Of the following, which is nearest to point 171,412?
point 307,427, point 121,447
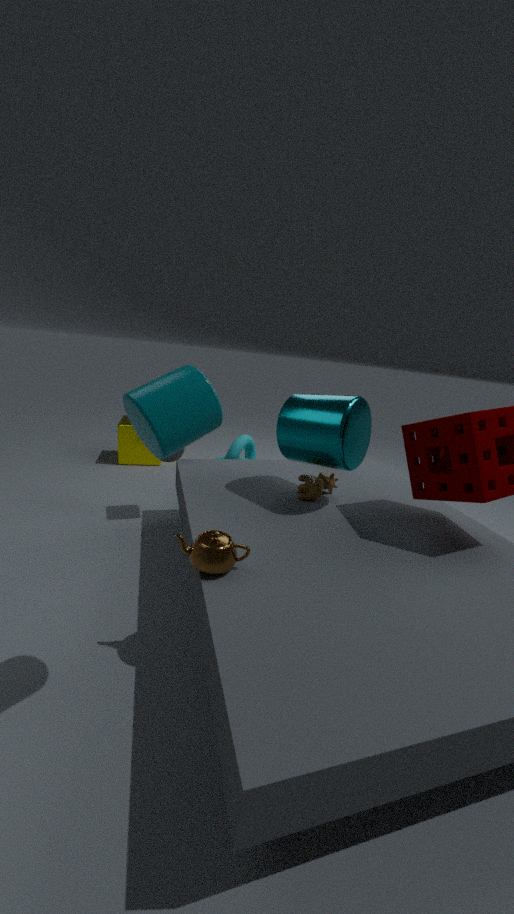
point 307,427
